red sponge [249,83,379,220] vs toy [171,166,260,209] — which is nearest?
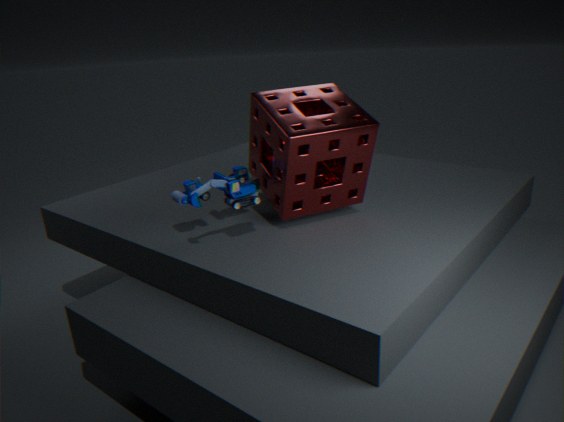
toy [171,166,260,209]
